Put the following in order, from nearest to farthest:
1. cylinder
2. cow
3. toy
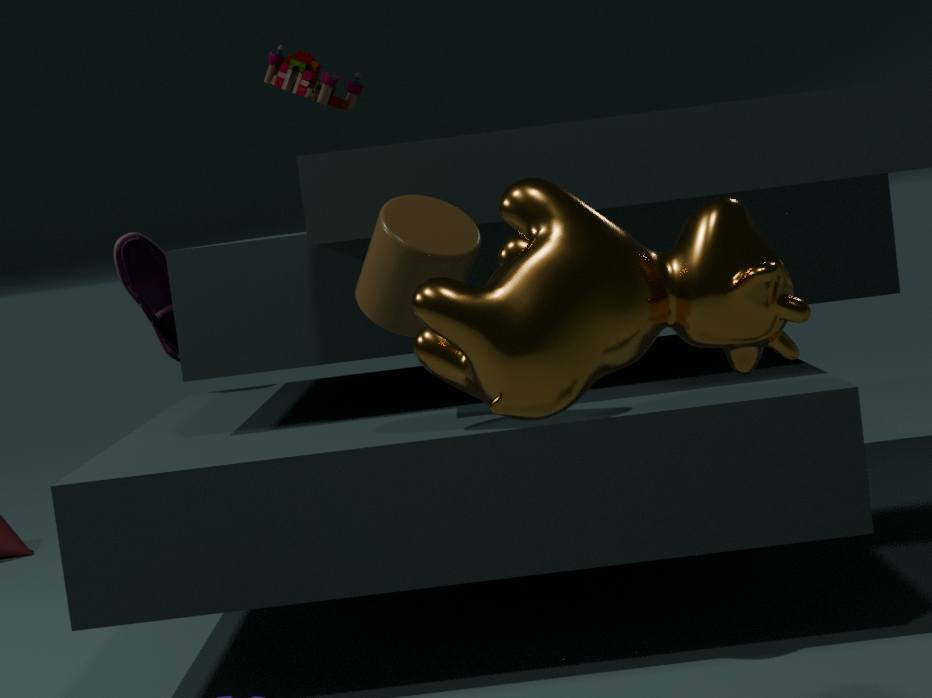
cow → cylinder → toy
